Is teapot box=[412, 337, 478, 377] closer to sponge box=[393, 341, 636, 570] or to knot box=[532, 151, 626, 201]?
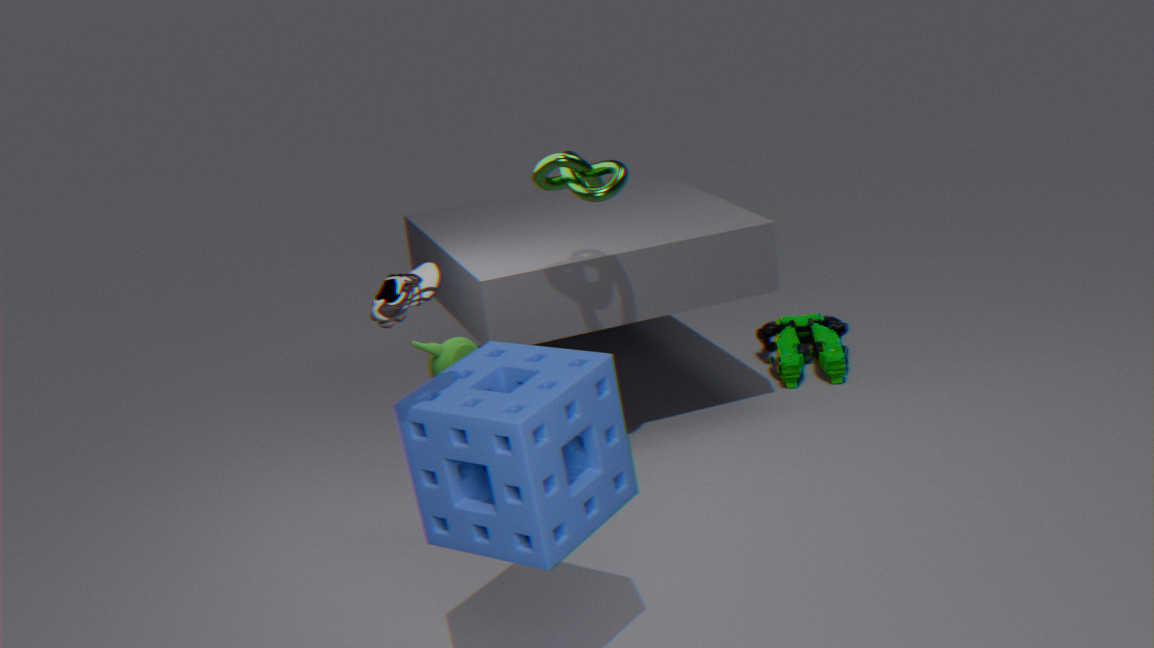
knot box=[532, 151, 626, 201]
